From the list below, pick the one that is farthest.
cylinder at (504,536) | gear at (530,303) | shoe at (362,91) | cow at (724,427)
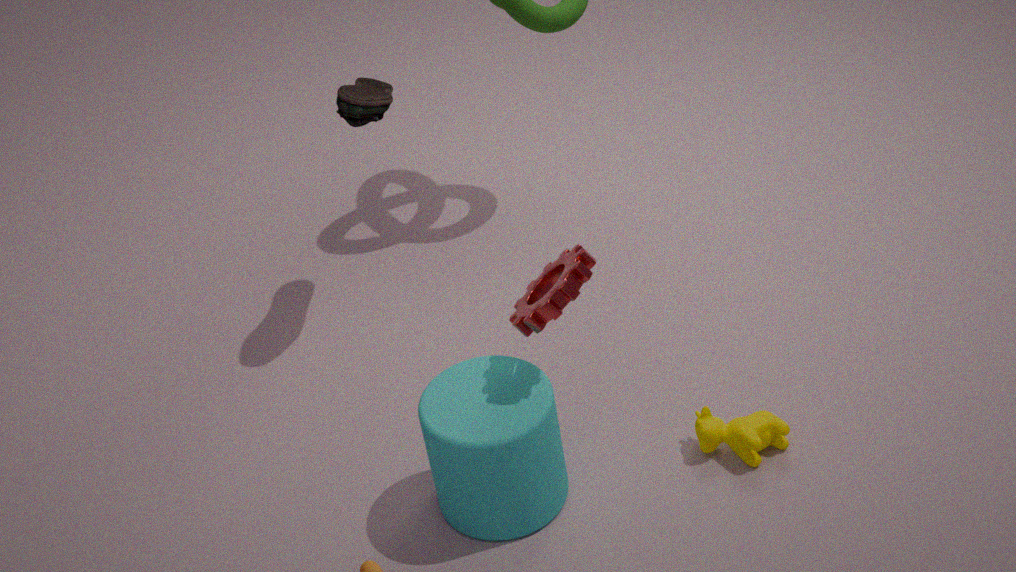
shoe at (362,91)
